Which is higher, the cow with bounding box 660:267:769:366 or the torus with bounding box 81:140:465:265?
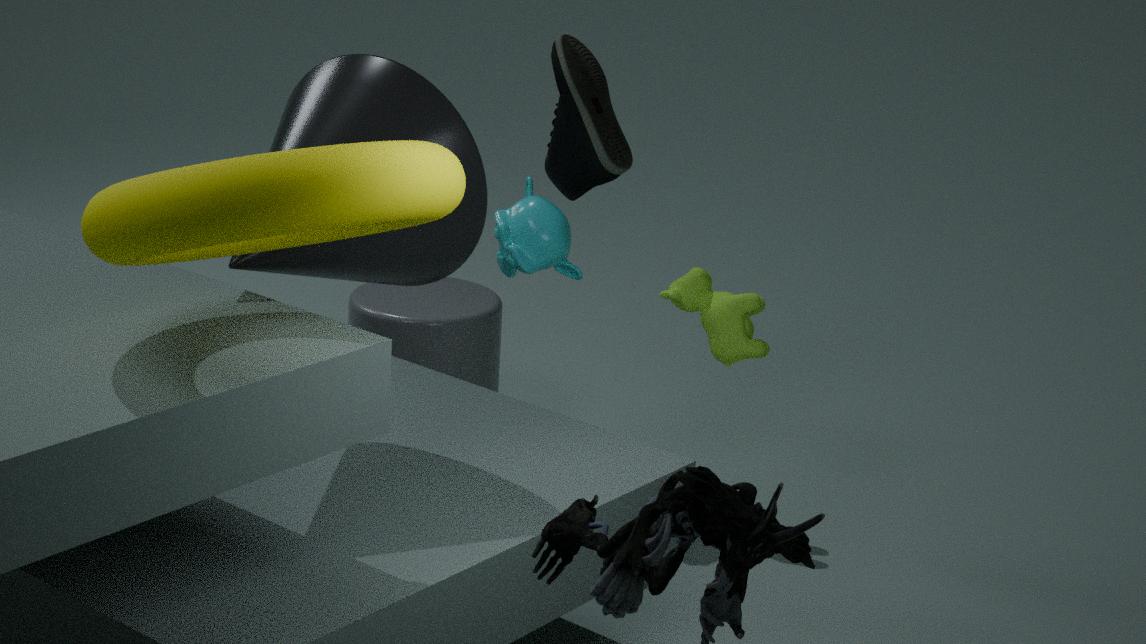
the torus with bounding box 81:140:465:265
